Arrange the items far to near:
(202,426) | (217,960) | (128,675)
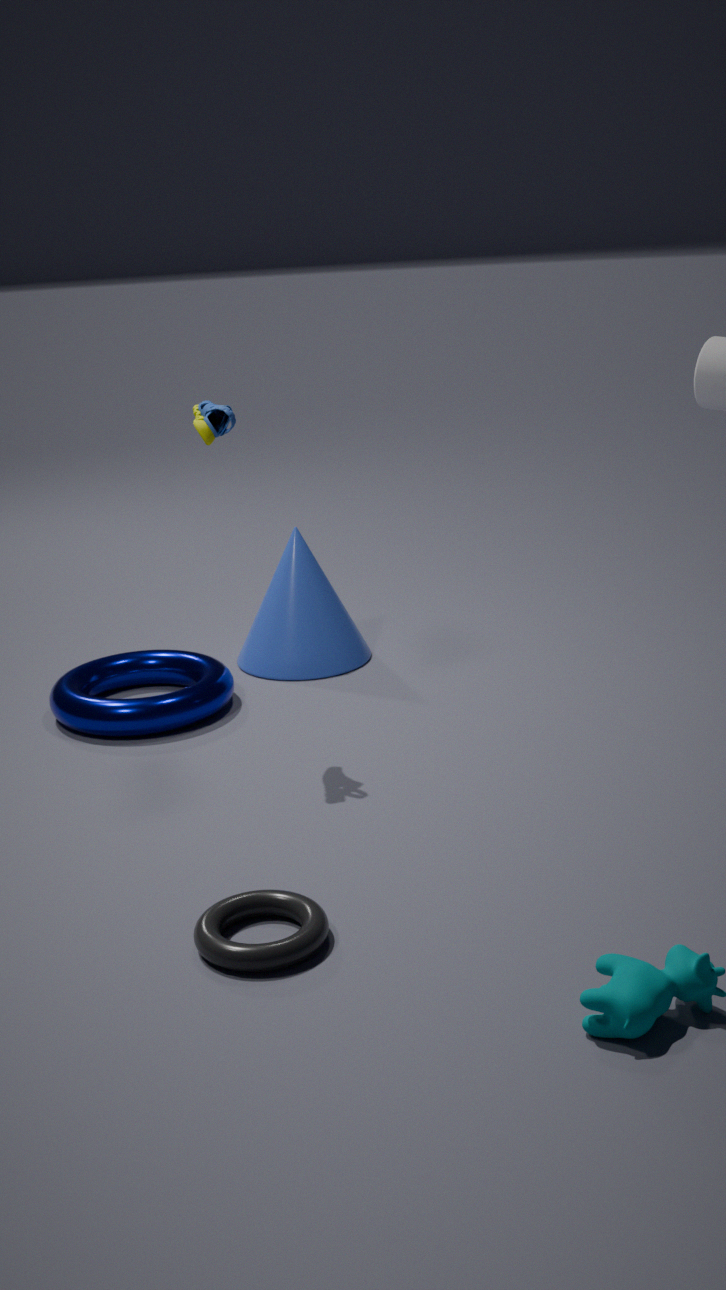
1. (128,675)
2. (202,426)
3. (217,960)
